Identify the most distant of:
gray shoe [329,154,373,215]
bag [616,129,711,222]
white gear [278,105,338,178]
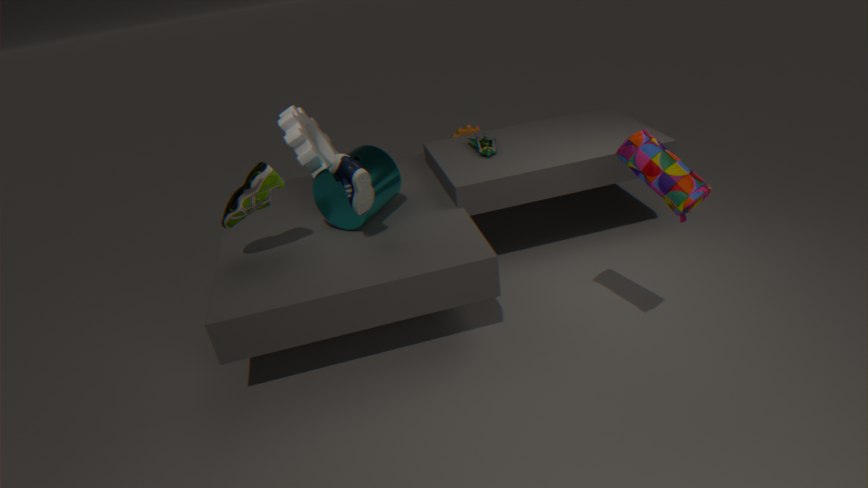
white gear [278,105,338,178]
